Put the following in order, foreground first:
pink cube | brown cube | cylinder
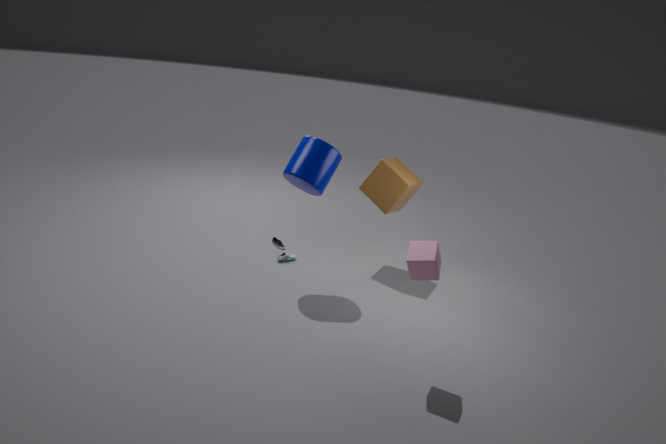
pink cube
cylinder
brown cube
